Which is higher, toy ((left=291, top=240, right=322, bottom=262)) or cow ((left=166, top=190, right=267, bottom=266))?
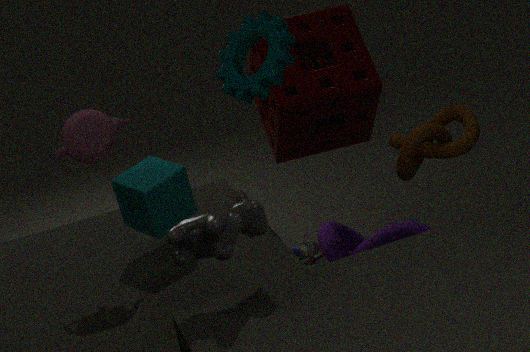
cow ((left=166, top=190, right=267, bottom=266))
